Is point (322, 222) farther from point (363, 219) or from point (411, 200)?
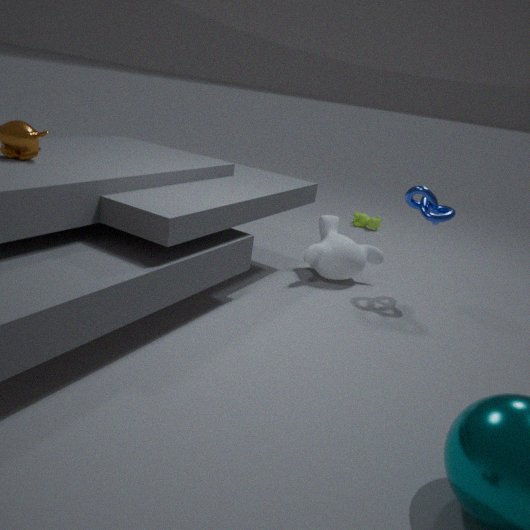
point (363, 219)
